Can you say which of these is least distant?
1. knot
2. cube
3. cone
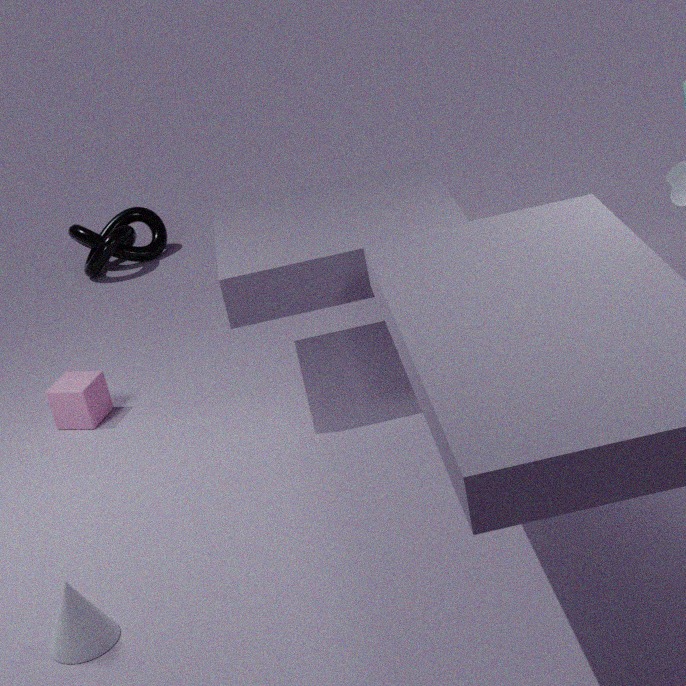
cone
